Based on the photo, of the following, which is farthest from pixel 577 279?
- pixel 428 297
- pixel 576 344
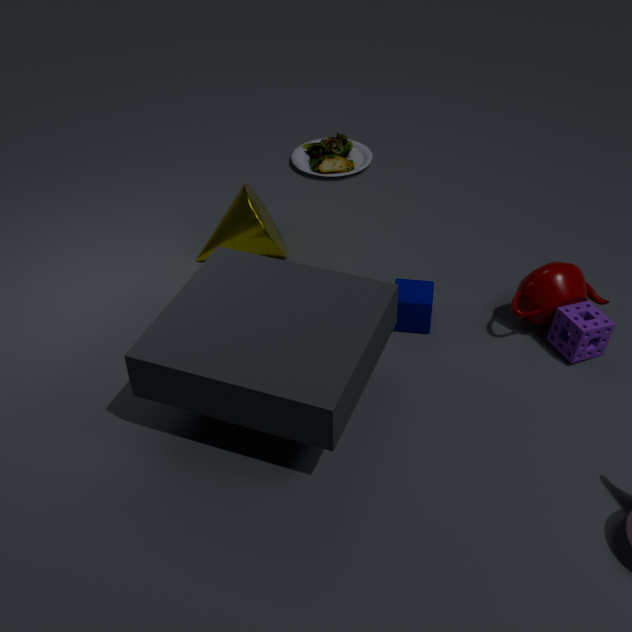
pixel 428 297
